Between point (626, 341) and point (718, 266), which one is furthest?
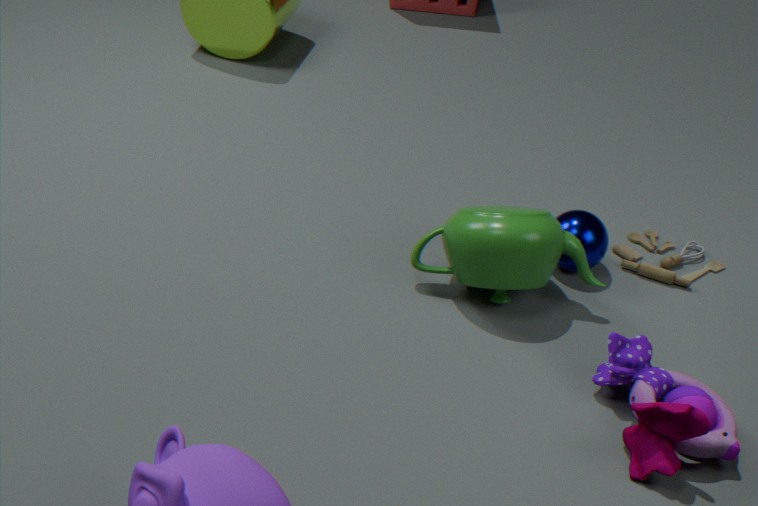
point (718, 266)
